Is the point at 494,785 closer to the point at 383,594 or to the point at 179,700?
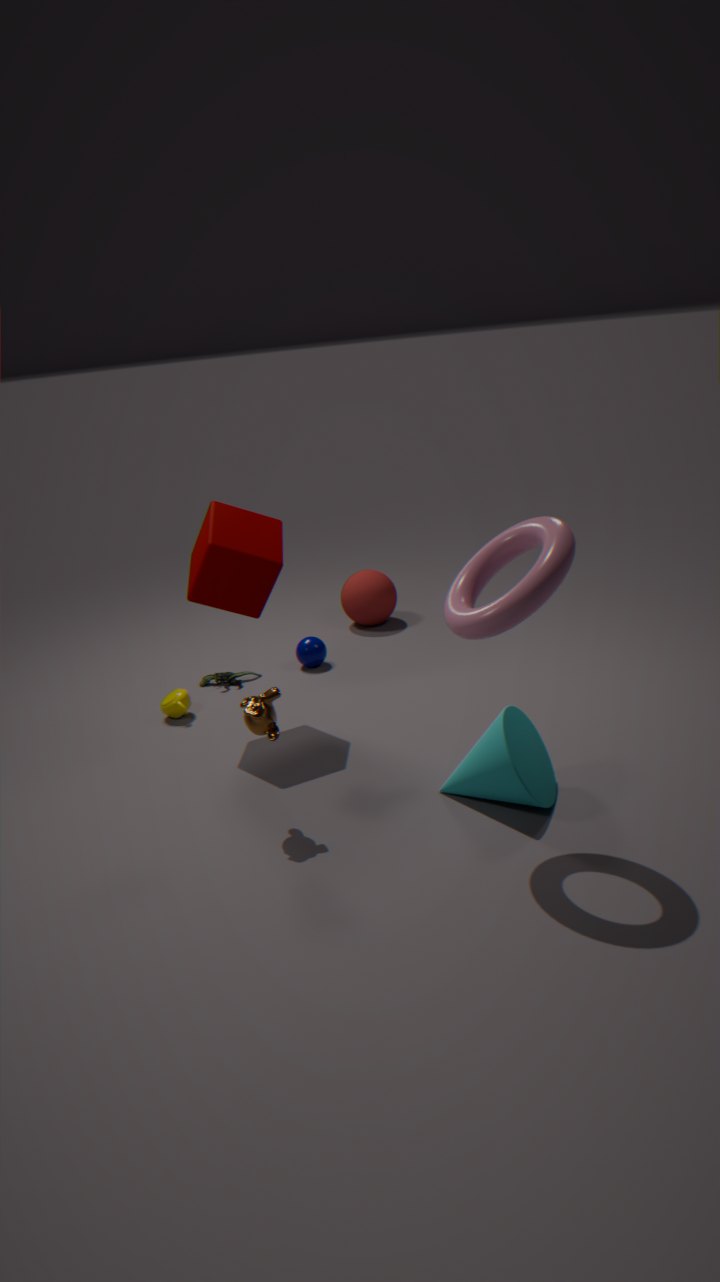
the point at 179,700
